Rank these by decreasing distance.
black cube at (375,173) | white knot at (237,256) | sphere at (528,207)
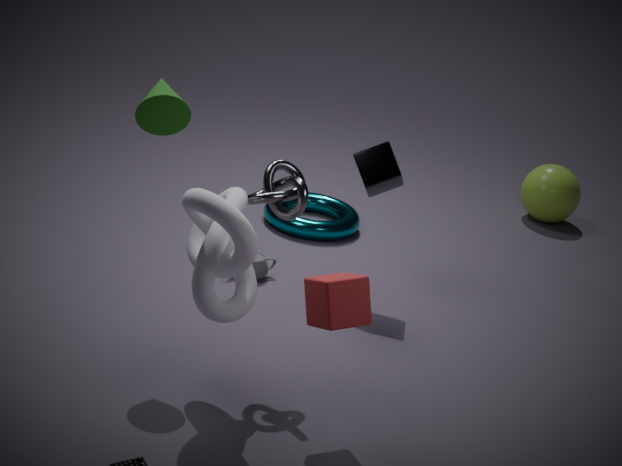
sphere at (528,207)
black cube at (375,173)
white knot at (237,256)
